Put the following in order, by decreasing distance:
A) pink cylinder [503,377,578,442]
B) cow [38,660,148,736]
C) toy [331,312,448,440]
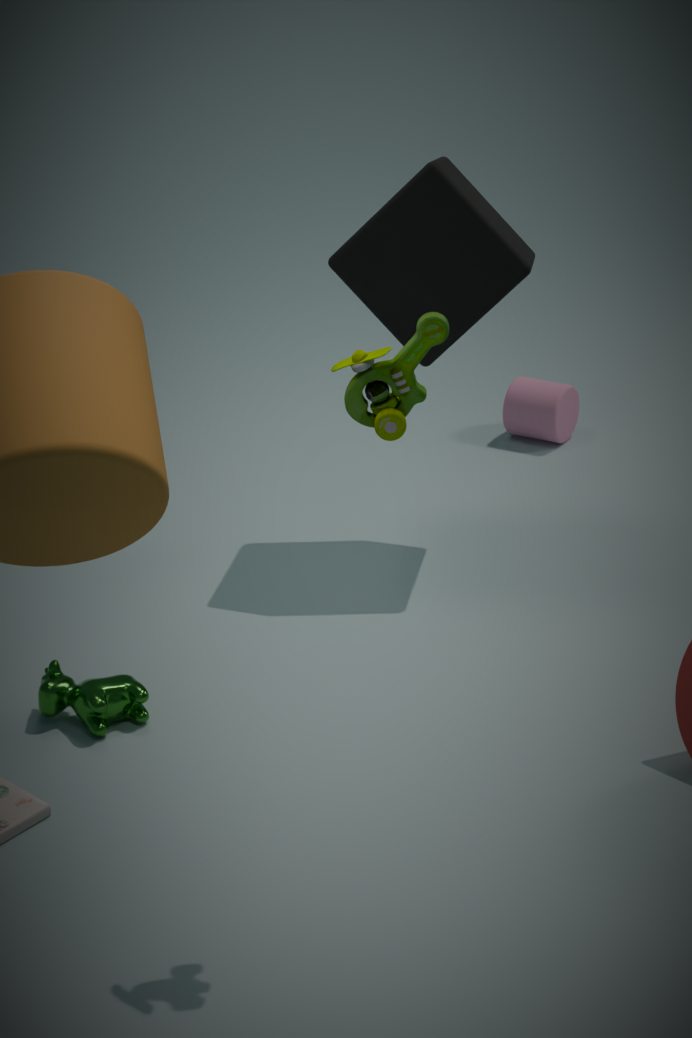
pink cylinder [503,377,578,442], cow [38,660,148,736], toy [331,312,448,440]
